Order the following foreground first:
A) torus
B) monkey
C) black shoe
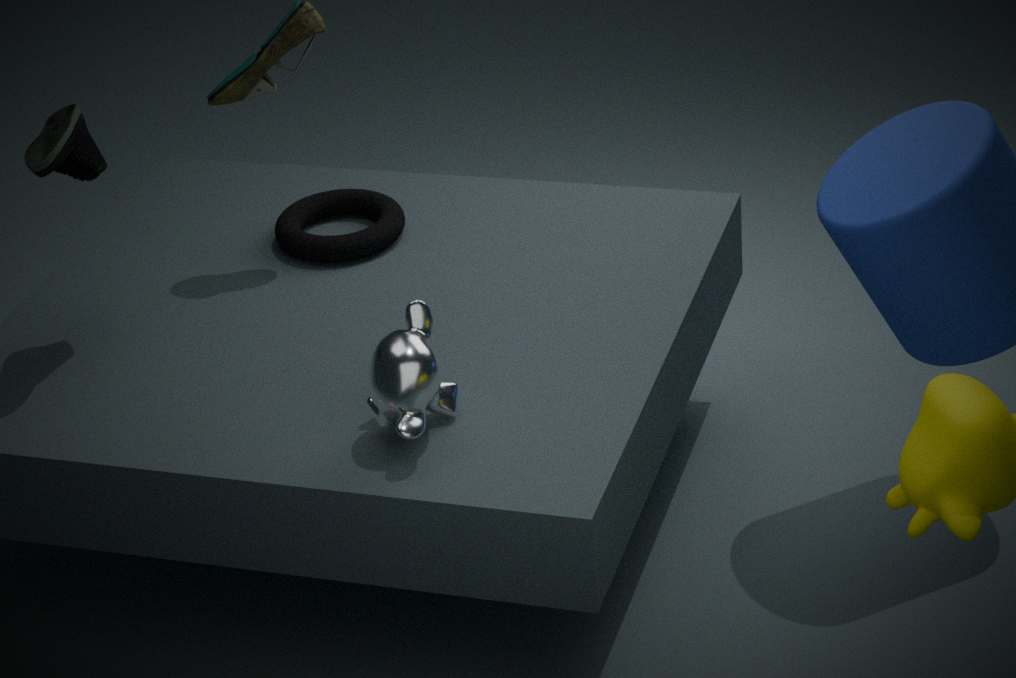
monkey
black shoe
torus
